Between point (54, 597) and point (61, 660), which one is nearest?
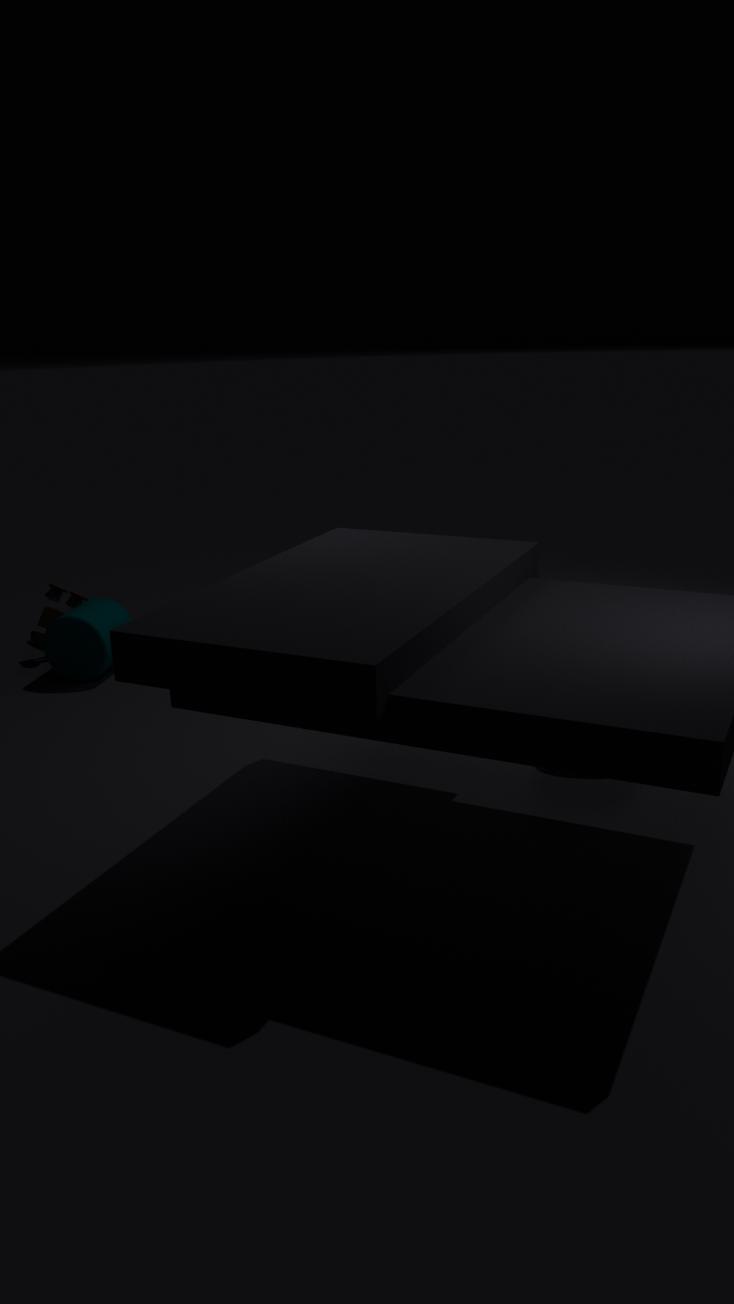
point (61, 660)
